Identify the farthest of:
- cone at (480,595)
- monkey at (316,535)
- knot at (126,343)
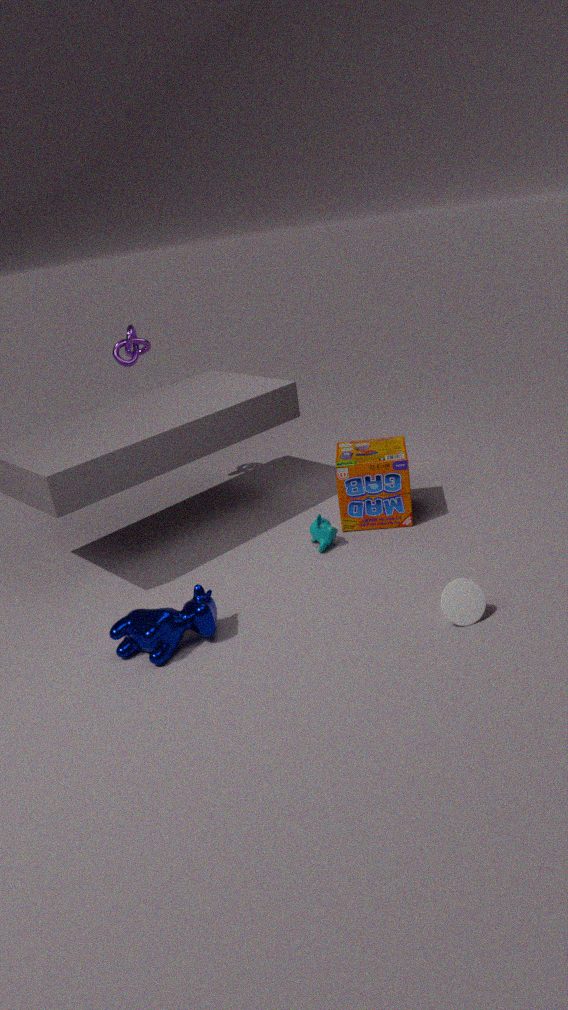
knot at (126,343)
